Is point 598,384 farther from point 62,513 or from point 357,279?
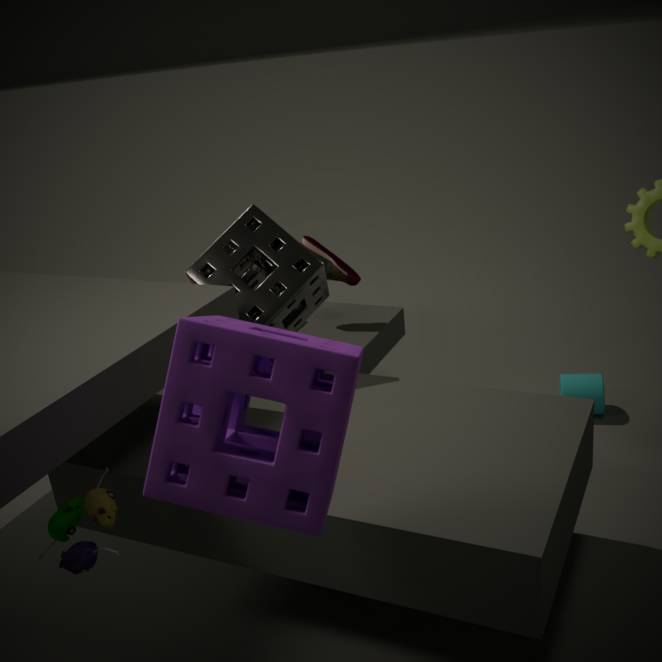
point 62,513
